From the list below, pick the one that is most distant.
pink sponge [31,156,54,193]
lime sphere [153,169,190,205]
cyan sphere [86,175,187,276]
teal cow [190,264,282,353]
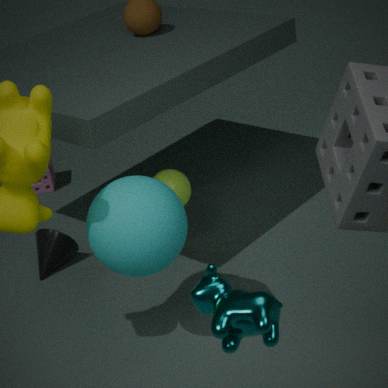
pink sponge [31,156,54,193]
